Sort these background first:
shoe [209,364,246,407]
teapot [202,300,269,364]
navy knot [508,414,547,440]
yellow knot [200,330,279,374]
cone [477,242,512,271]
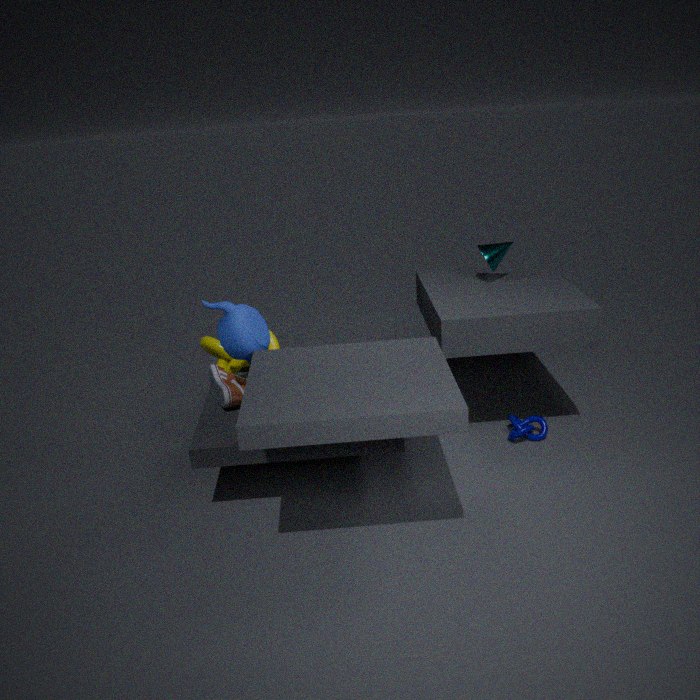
cone [477,242,512,271]
navy knot [508,414,547,440]
yellow knot [200,330,279,374]
shoe [209,364,246,407]
teapot [202,300,269,364]
